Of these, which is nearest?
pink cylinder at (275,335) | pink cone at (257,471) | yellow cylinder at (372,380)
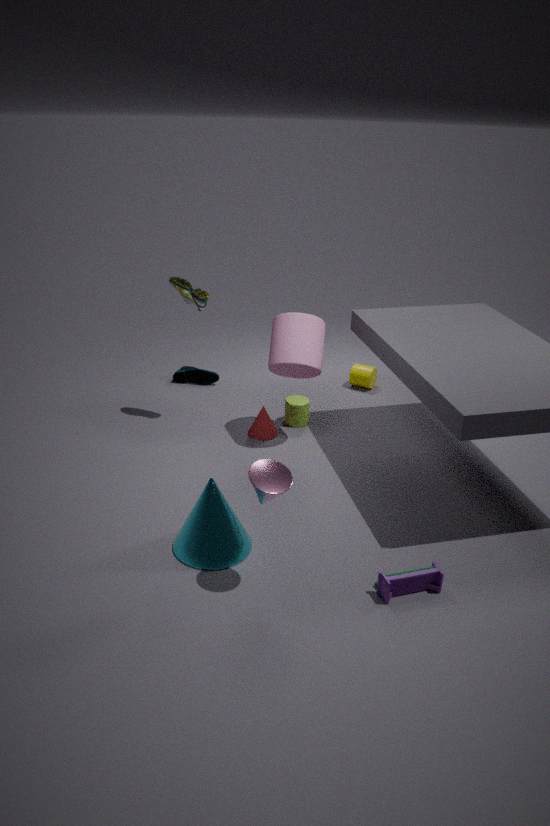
pink cone at (257,471)
